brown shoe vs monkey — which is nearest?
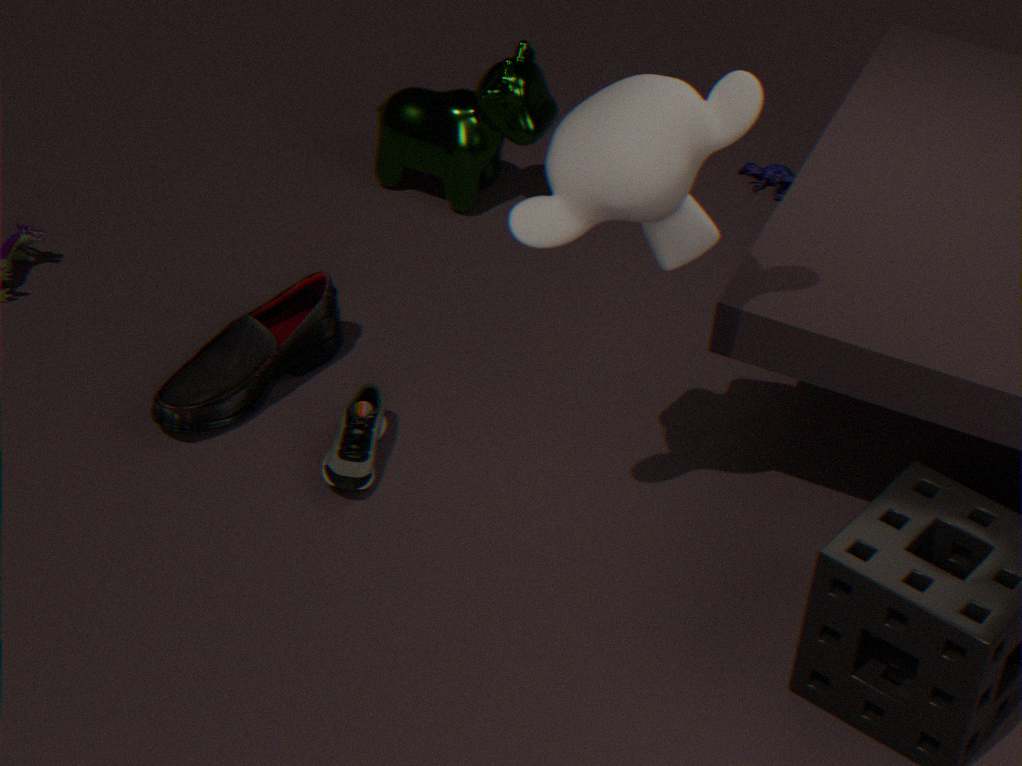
monkey
